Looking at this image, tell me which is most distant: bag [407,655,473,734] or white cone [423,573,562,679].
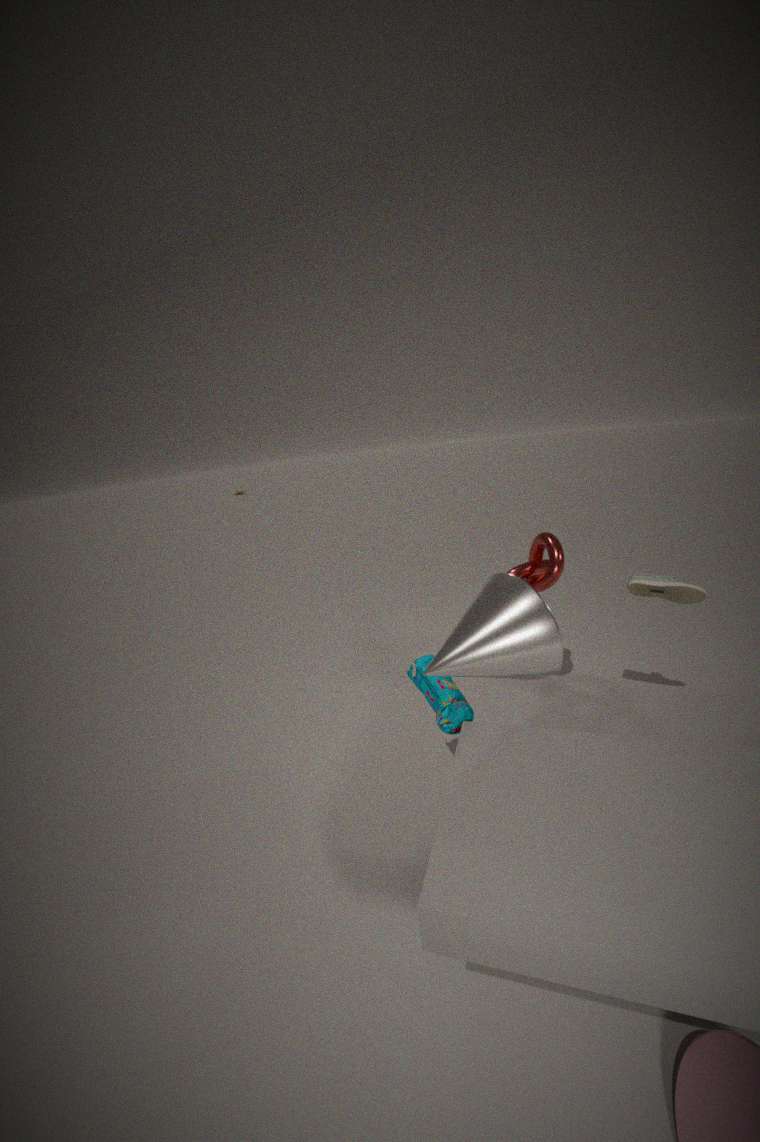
bag [407,655,473,734]
